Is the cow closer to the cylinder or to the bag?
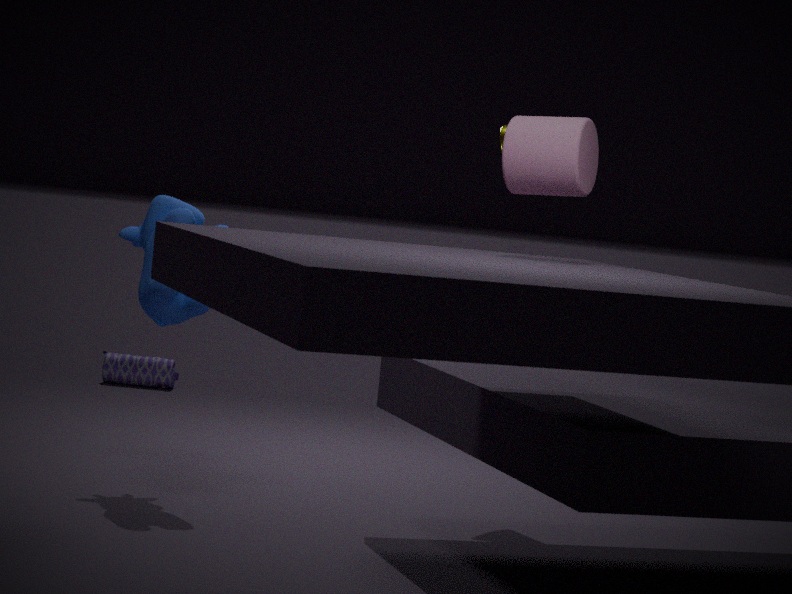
the cylinder
